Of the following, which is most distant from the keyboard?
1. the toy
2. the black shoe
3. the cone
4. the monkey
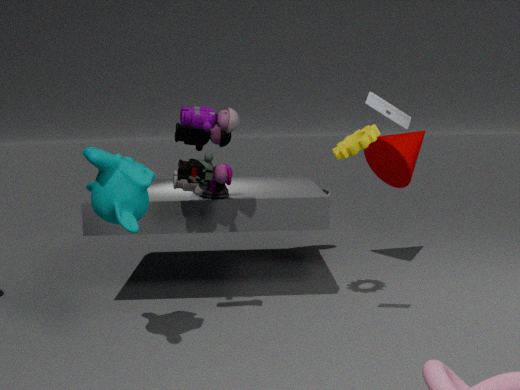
the cone
